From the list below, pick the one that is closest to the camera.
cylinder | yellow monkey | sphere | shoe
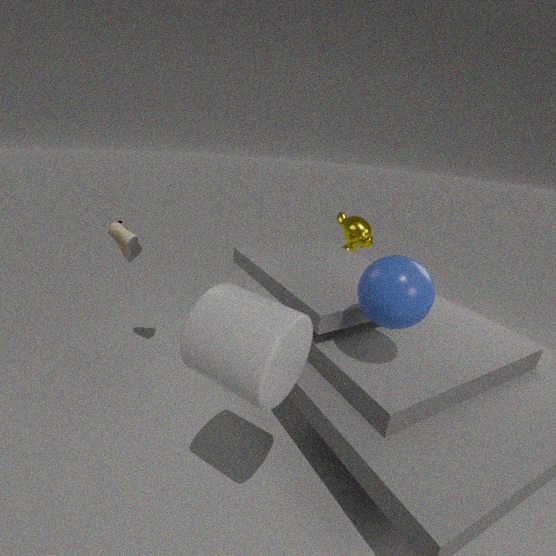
cylinder
